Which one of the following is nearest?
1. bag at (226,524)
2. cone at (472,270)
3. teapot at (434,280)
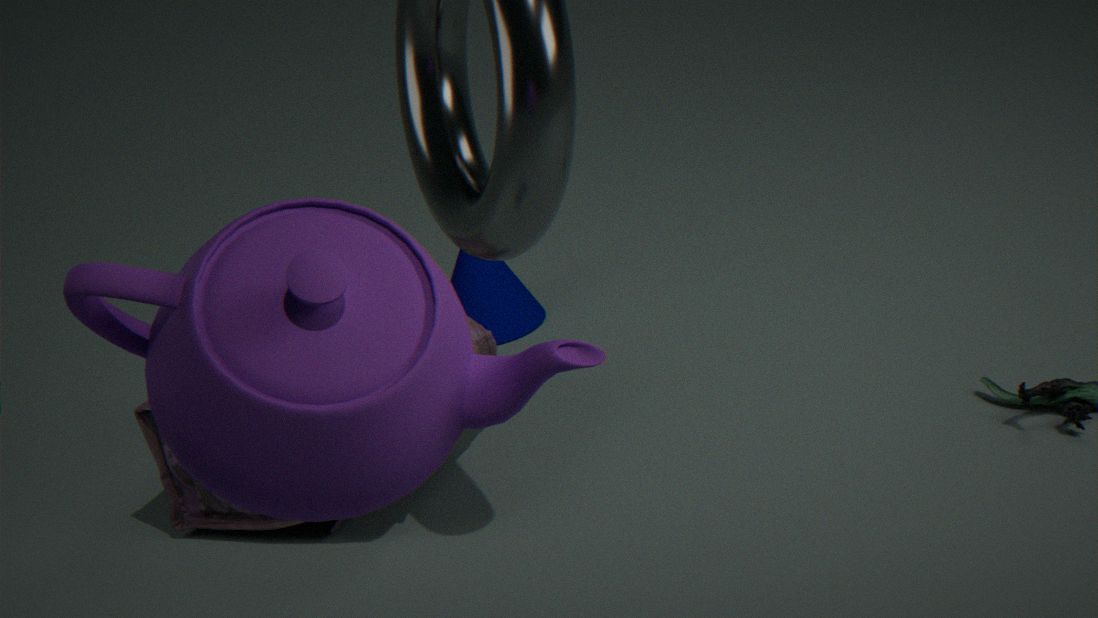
teapot at (434,280)
